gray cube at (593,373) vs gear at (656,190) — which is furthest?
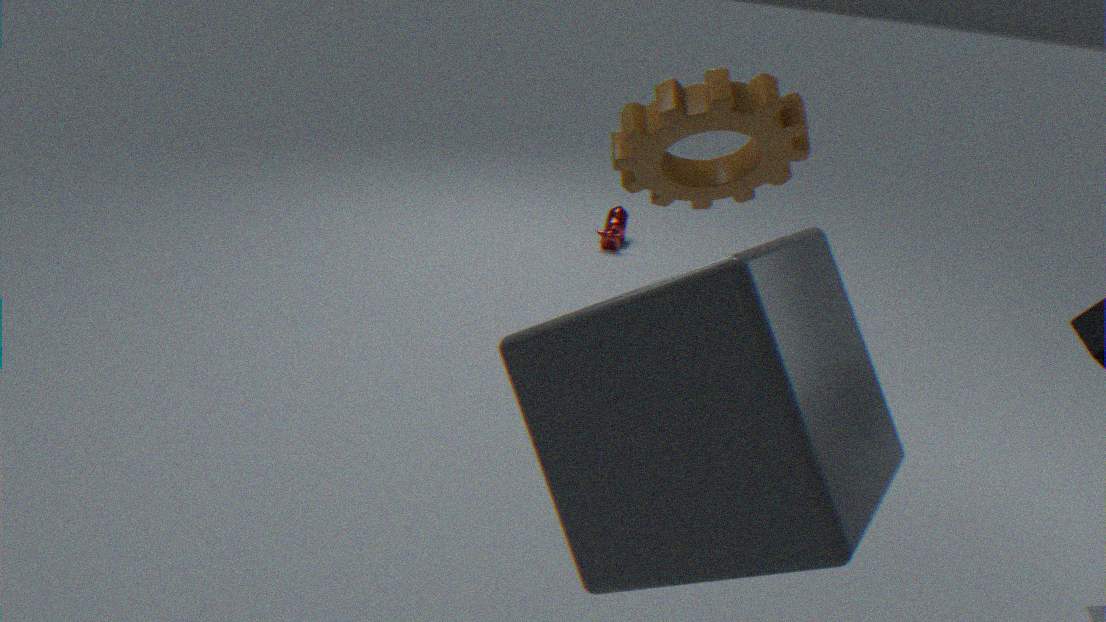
gear at (656,190)
